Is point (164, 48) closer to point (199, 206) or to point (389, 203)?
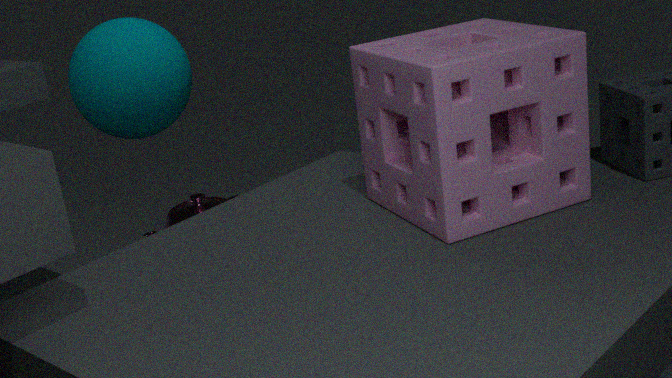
point (199, 206)
